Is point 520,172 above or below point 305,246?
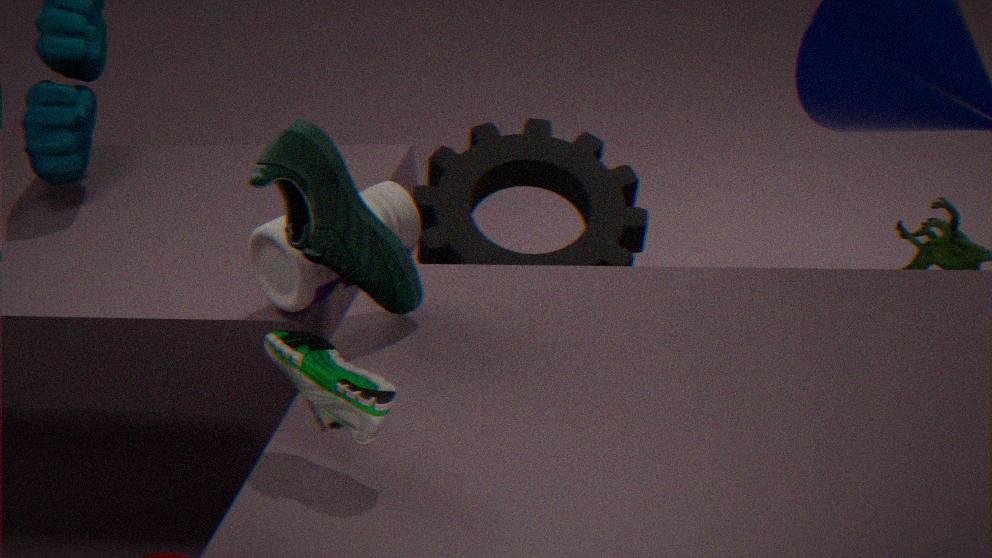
below
